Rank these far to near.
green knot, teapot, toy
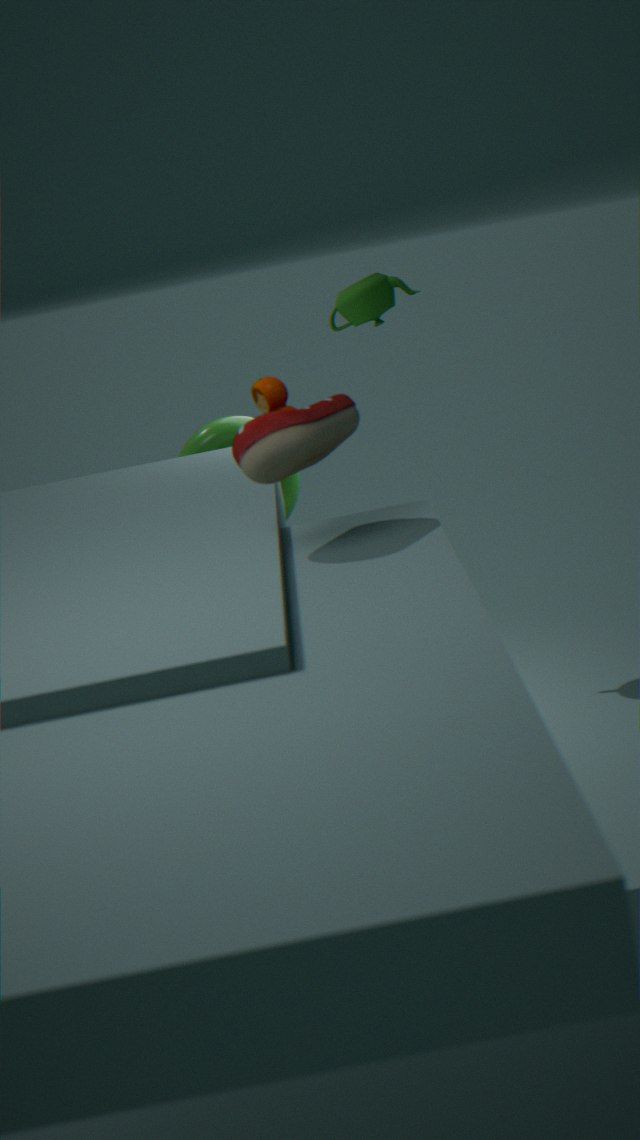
teapot < green knot < toy
